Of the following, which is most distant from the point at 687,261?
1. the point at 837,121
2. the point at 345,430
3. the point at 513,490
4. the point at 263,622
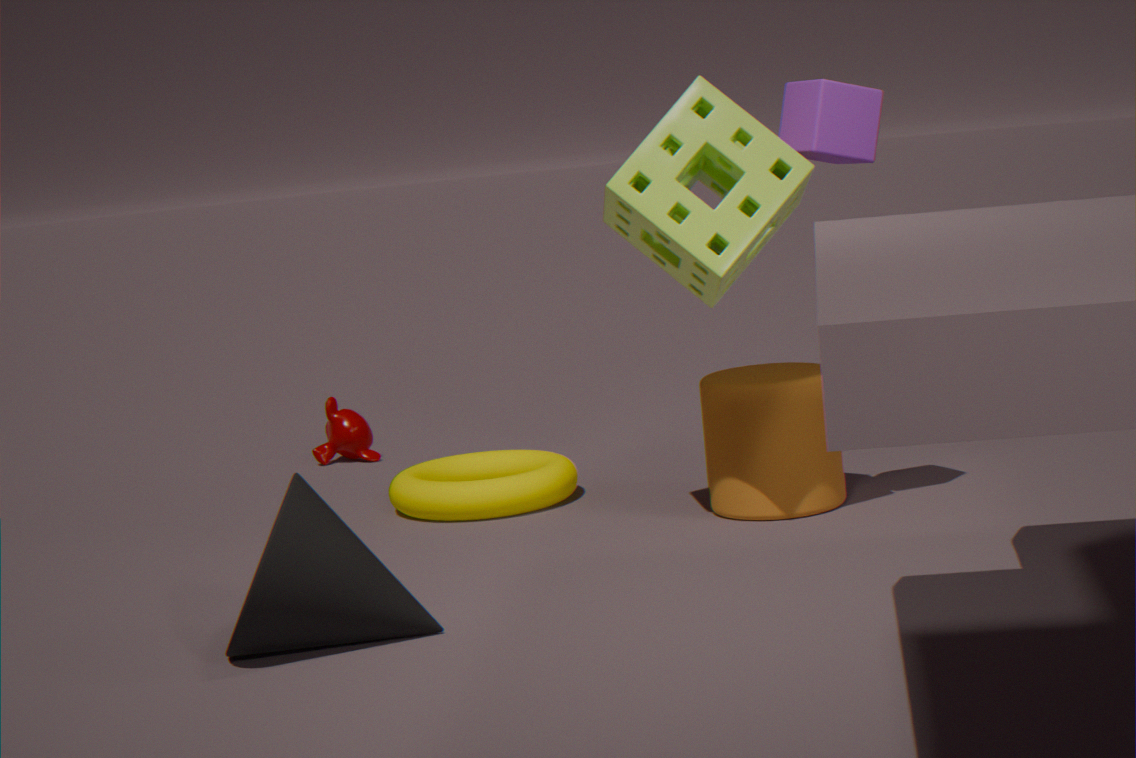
the point at 345,430
